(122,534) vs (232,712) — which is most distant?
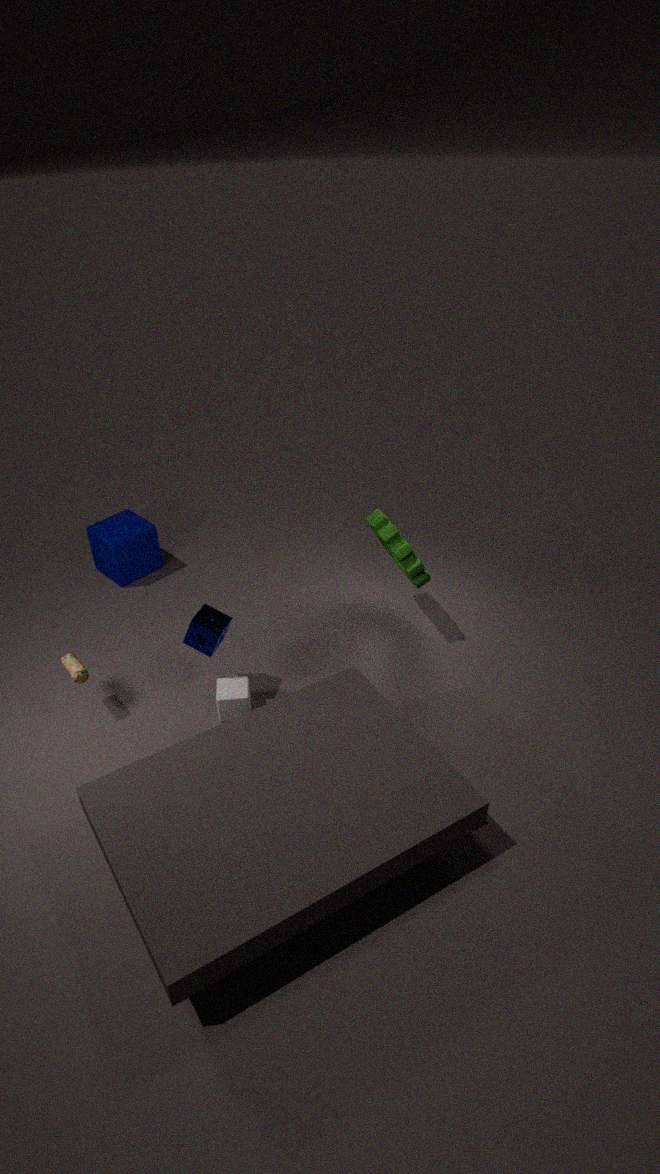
(122,534)
